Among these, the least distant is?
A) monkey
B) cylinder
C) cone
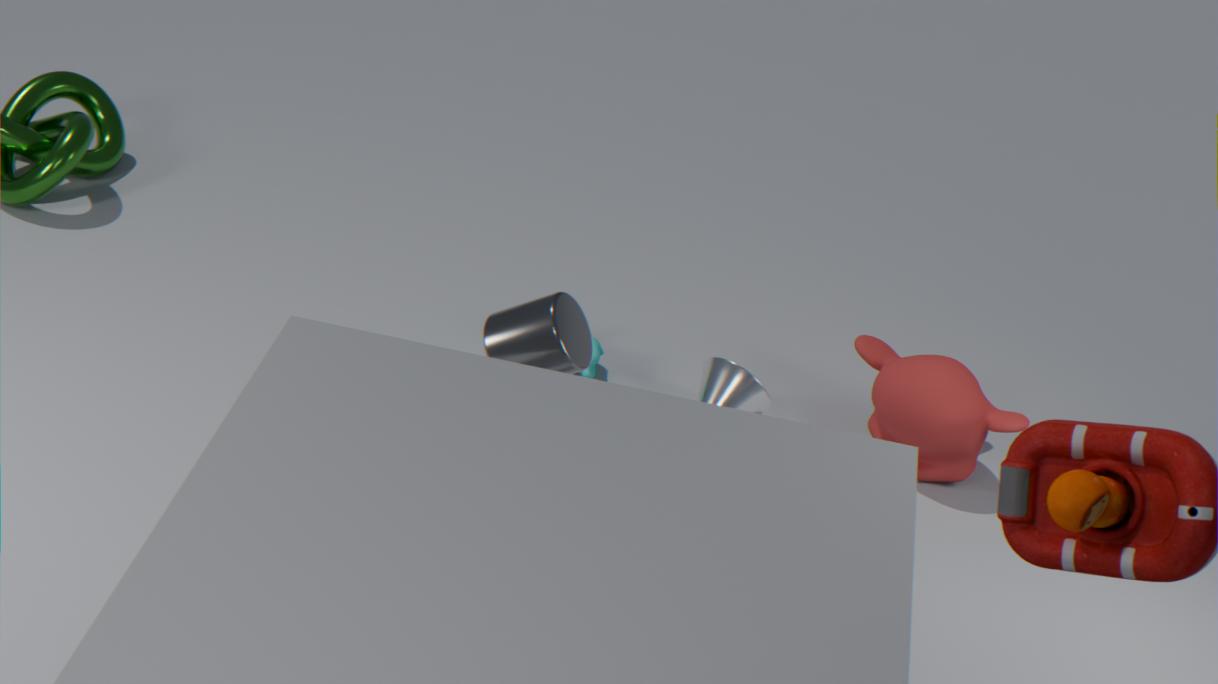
cylinder
